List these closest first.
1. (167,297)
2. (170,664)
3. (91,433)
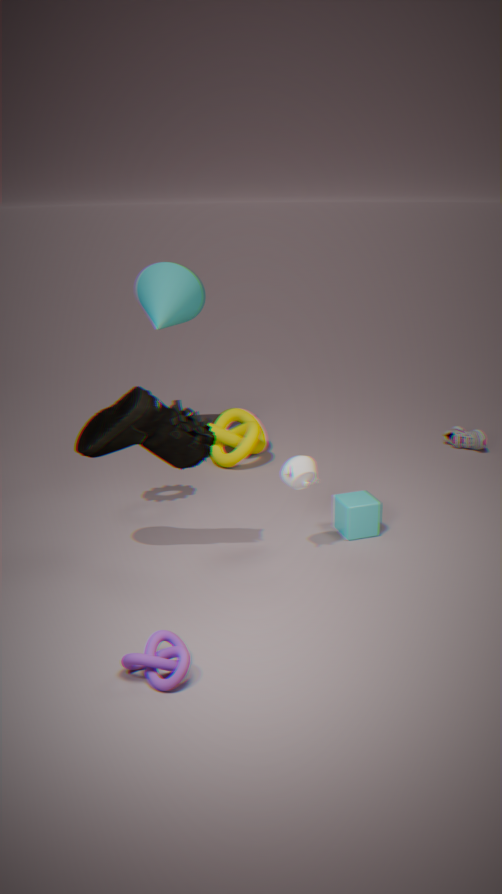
(170,664) → (91,433) → (167,297)
